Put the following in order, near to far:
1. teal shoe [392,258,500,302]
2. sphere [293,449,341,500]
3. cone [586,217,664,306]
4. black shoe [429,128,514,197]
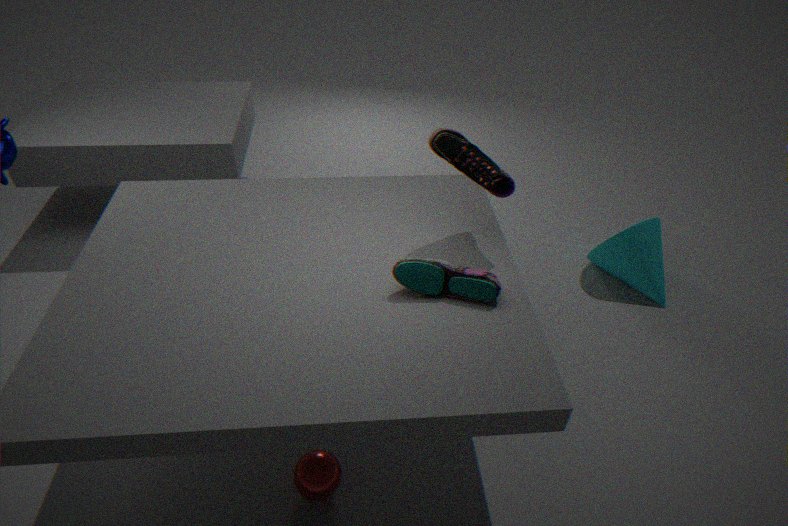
teal shoe [392,258,500,302] < black shoe [429,128,514,197] < sphere [293,449,341,500] < cone [586,217,664,306]
